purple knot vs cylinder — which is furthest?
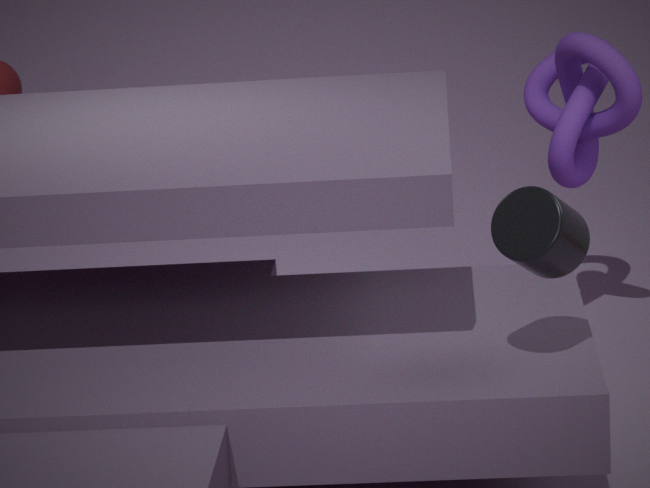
purple knot
